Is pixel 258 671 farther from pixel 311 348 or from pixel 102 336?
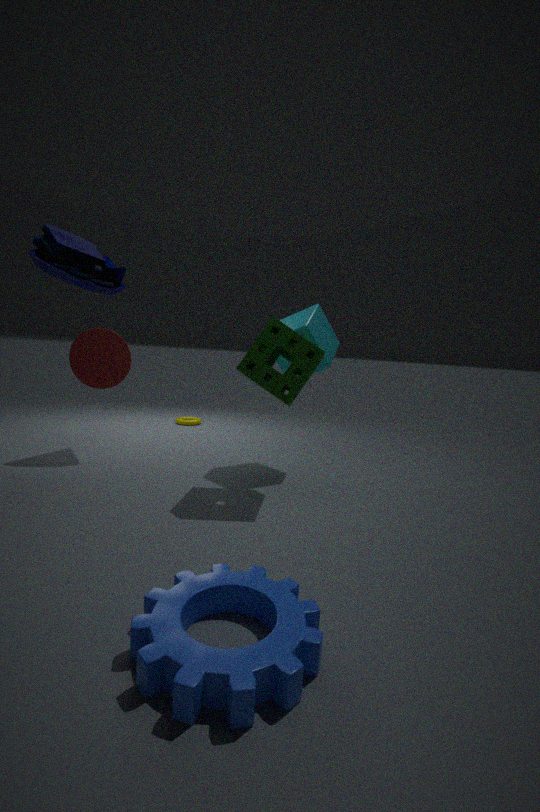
pixel 102 336
